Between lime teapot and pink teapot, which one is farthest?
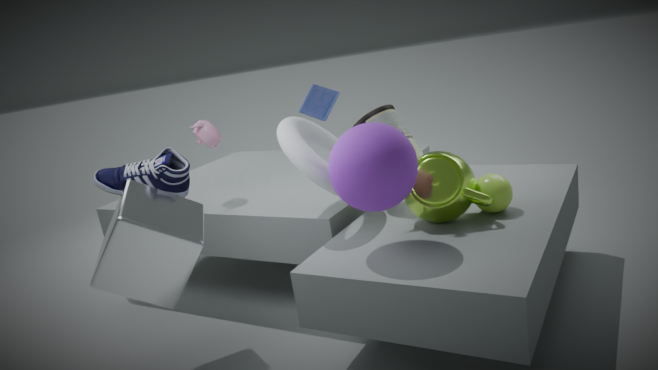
pink teapot
